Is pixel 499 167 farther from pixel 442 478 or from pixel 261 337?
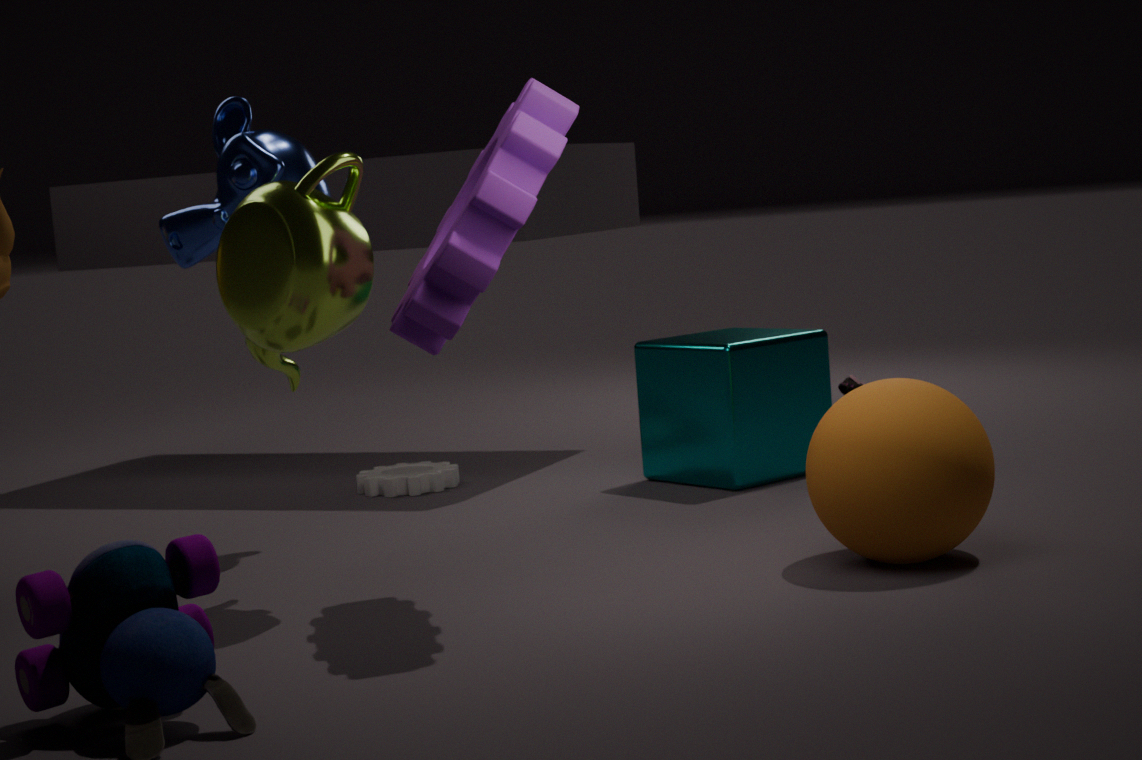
pixel 442 478
